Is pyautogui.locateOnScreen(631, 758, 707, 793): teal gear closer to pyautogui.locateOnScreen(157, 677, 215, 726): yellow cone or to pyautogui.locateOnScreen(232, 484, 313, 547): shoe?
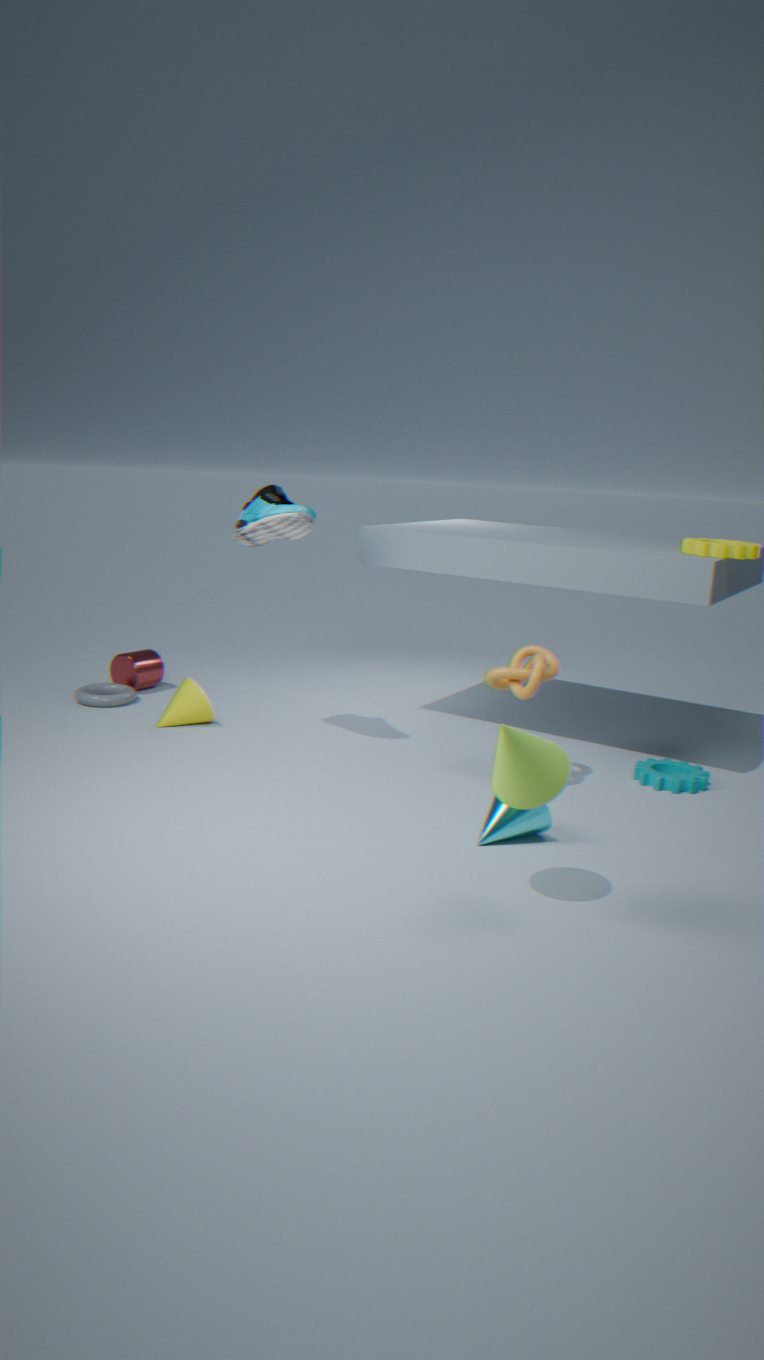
pyautogui.locateOnScreen(232, 484, 313, 547): shoe
